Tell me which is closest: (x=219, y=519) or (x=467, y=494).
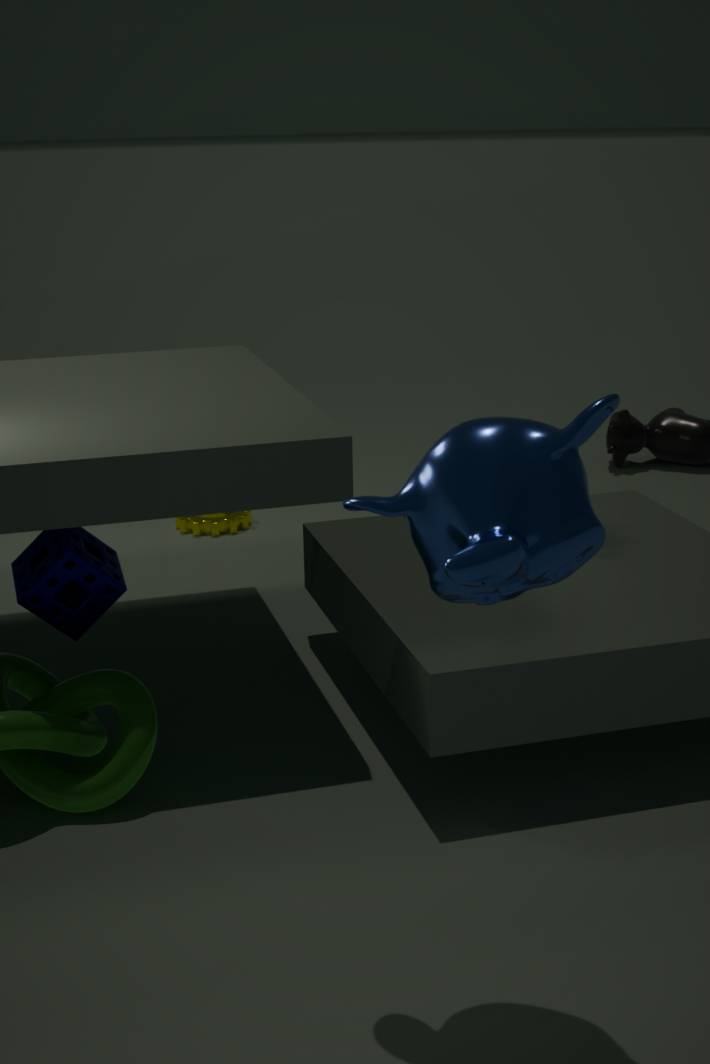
(x=467, y=494)
